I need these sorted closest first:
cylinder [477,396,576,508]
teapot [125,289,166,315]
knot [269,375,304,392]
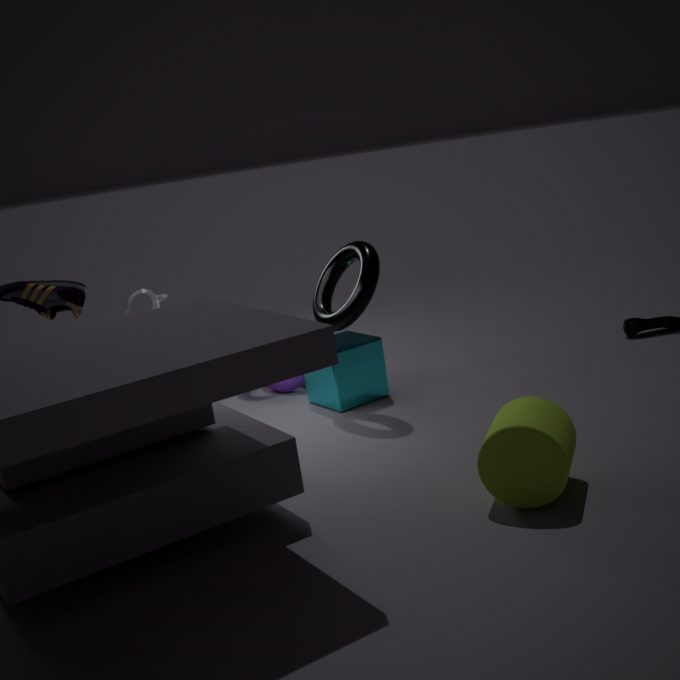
cylinder [477,396,576,508]
teapot [125,289,166,315]
knot [269,375,304,392]
